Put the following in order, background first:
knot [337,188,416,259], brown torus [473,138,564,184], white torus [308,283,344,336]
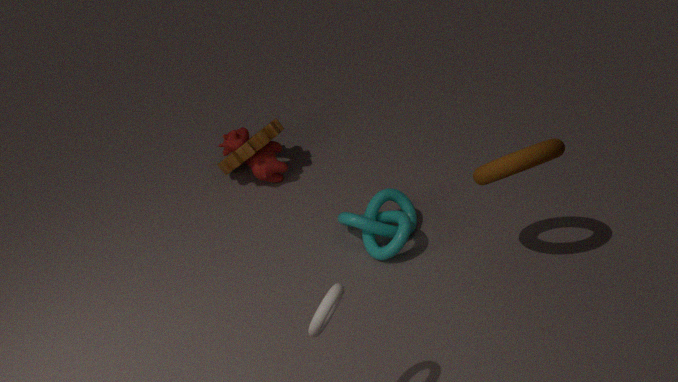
knot [337,188,416,259] < brown torus [473,138,564,184] < white torus [308,283,344,336]
